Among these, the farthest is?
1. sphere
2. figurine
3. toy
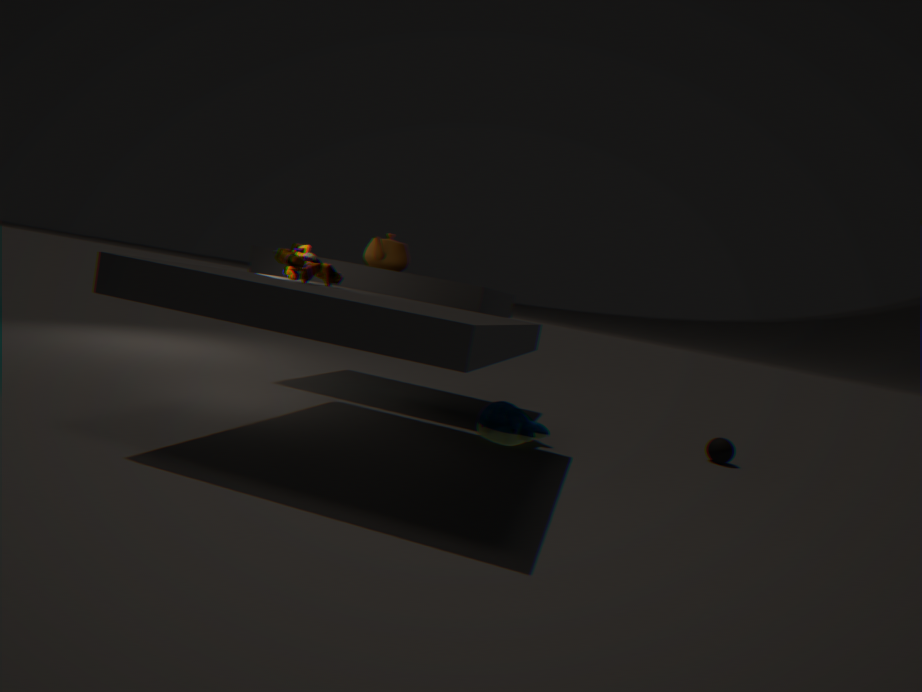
sphere
